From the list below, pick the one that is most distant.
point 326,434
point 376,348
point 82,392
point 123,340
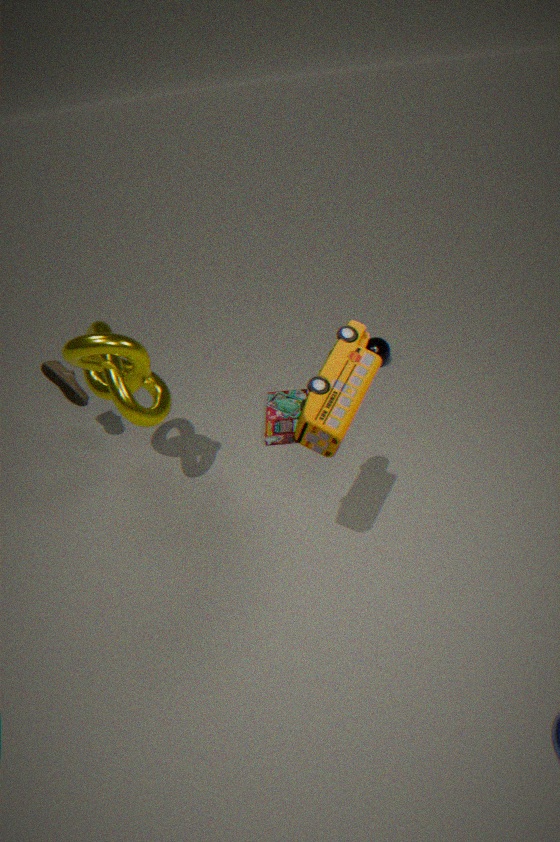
point 376,348
